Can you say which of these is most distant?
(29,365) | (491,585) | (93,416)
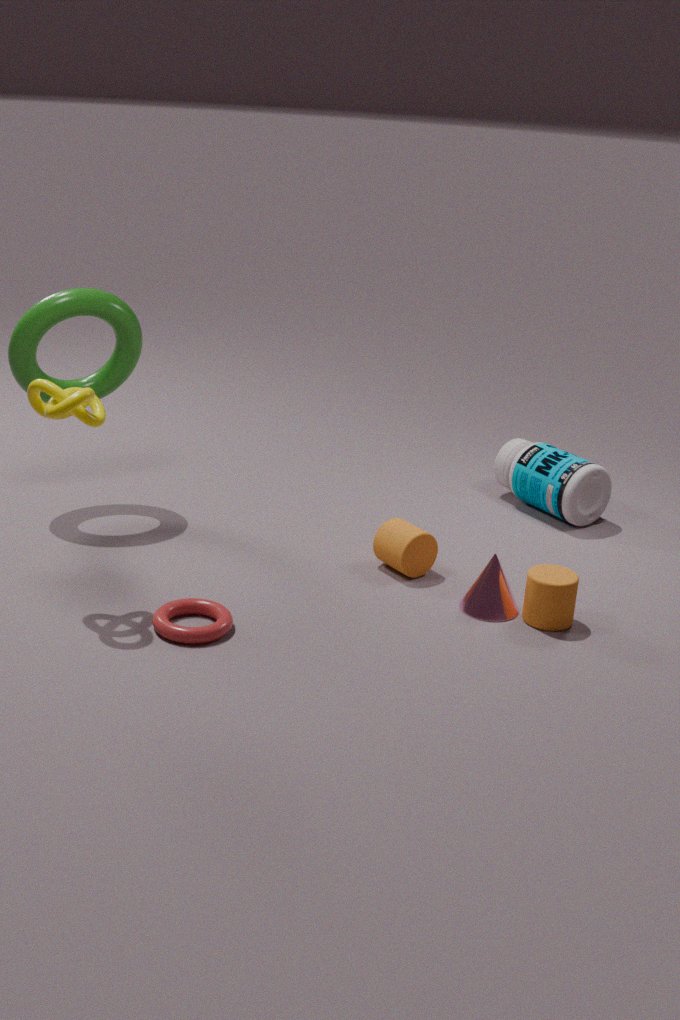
(29,365)
